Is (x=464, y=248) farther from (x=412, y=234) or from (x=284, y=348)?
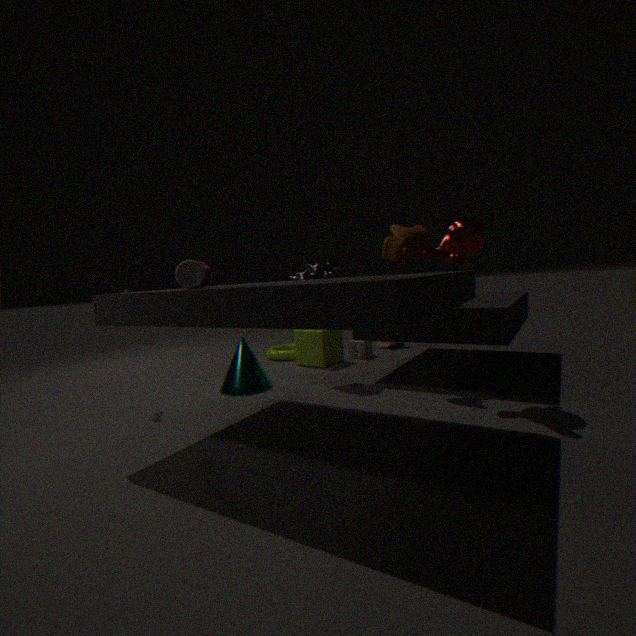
(x=284, y=348)
